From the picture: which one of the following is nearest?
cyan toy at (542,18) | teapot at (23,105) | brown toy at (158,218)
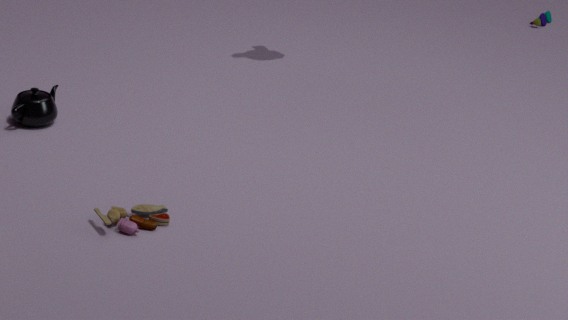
brown toy at (158,218)
